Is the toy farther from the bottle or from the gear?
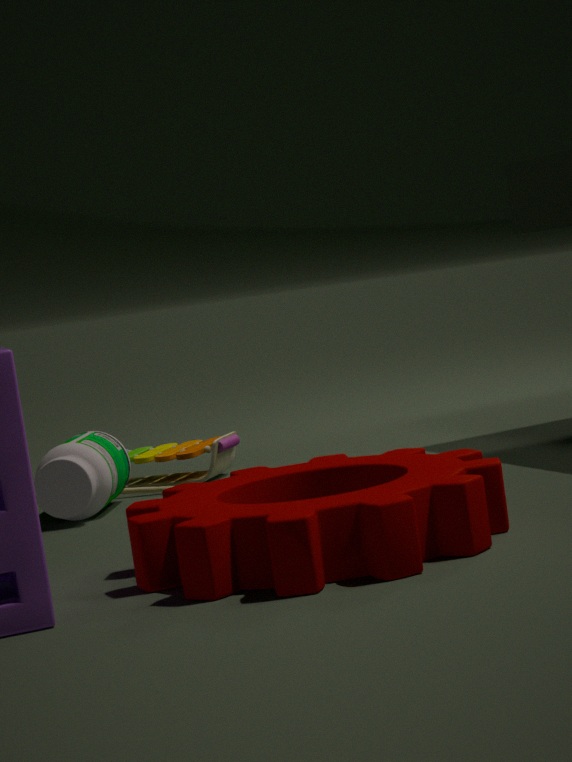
the gear
